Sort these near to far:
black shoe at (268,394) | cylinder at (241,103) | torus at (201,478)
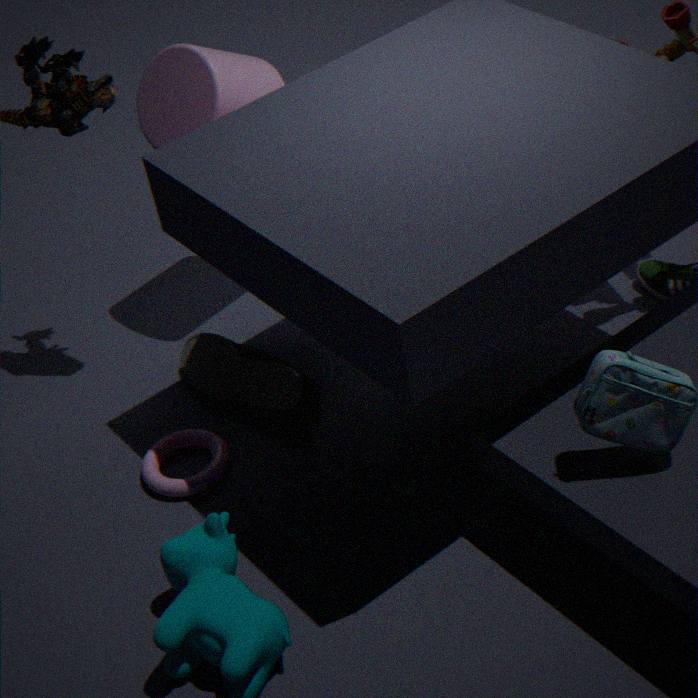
torus at (201,478)
black shoe at (268,394)
cylinder at (241,103)
